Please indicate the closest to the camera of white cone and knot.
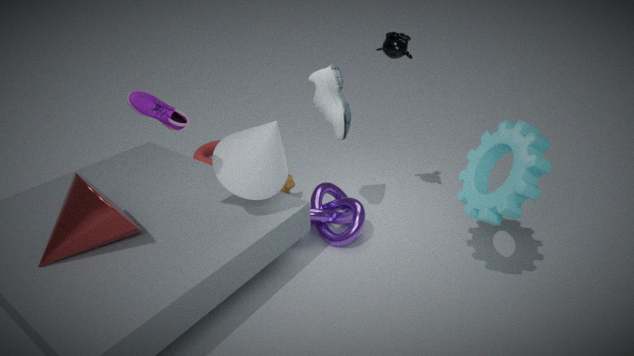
white cone
